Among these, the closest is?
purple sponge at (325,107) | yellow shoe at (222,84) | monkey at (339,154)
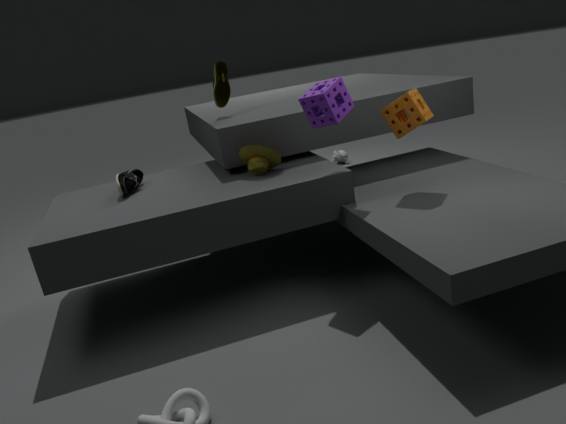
purple sponge at (325,107)
